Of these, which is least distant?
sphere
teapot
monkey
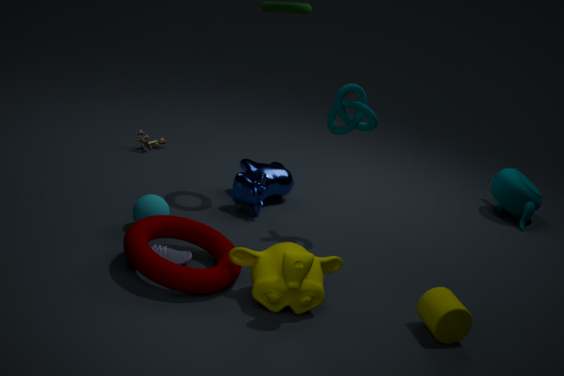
monkey
